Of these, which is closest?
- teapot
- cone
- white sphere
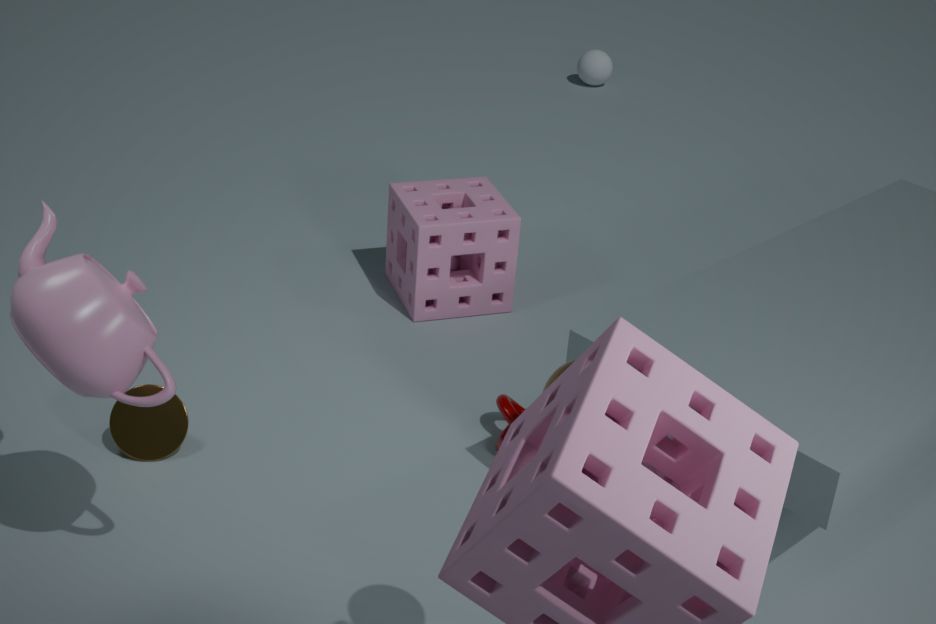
teapot
